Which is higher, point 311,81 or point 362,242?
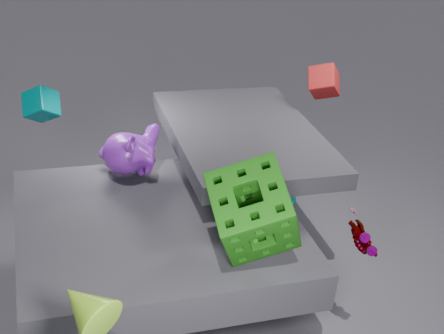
point 311,81
